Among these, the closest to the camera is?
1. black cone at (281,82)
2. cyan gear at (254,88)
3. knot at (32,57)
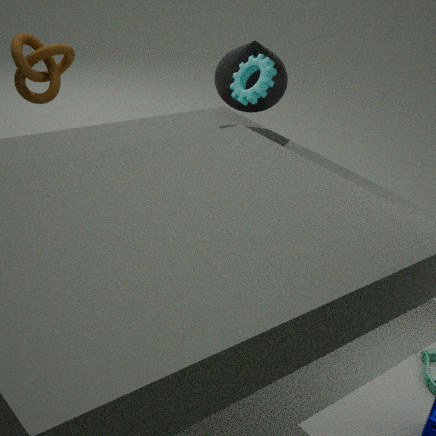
knot at (32,57)
